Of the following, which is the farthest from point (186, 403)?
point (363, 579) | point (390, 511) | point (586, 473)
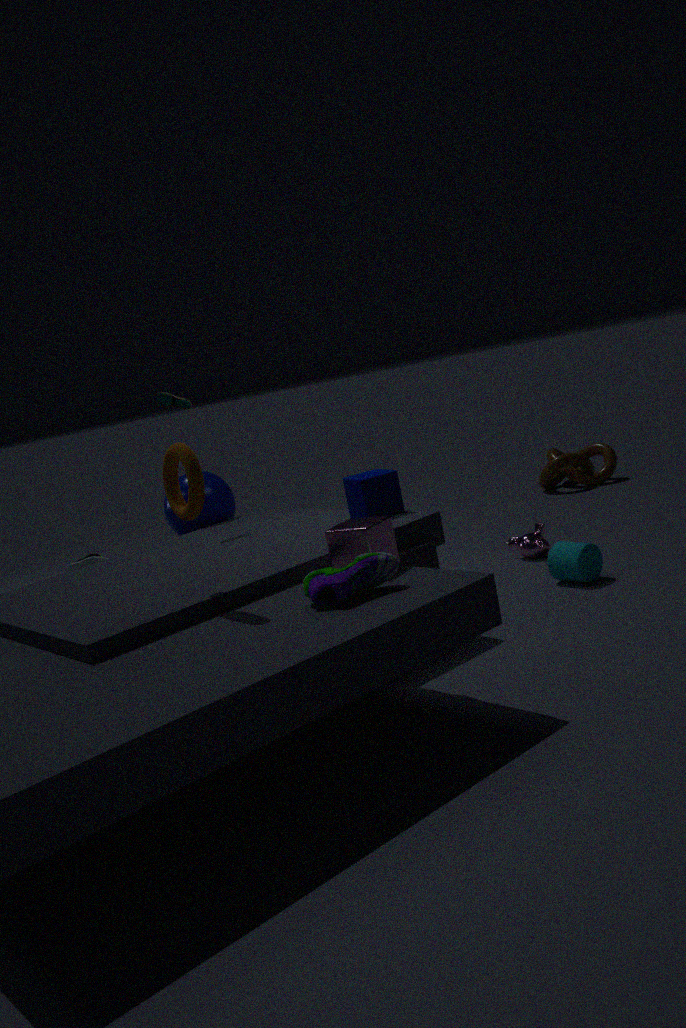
point (586, 473)
